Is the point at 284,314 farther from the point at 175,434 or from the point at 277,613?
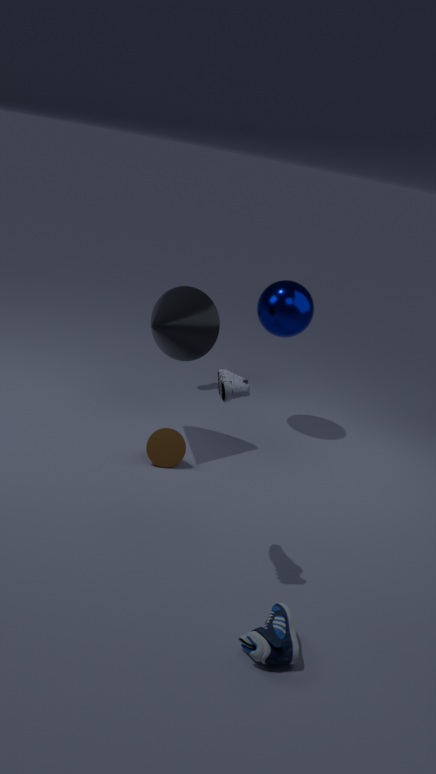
the point at 277,613
